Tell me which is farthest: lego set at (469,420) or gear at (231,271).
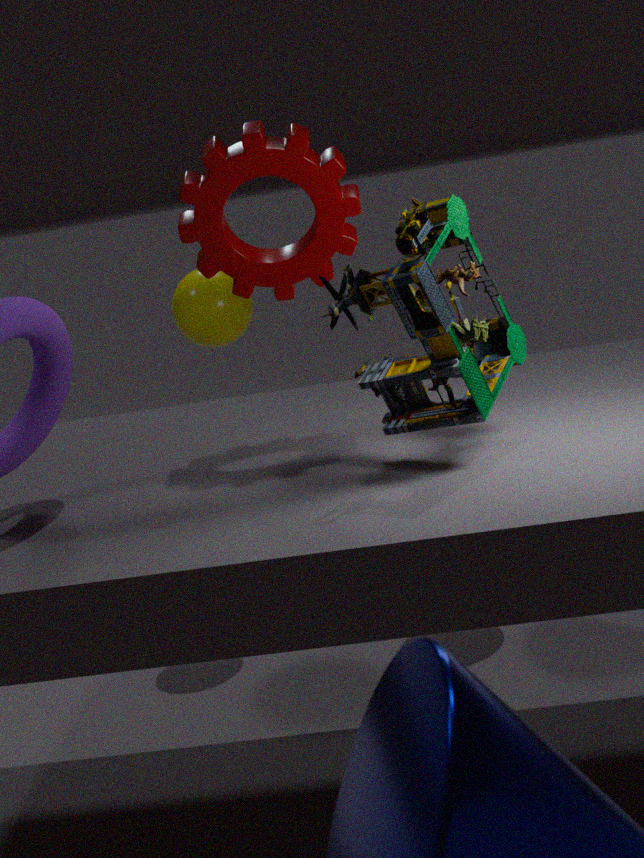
gear at (231,271)
